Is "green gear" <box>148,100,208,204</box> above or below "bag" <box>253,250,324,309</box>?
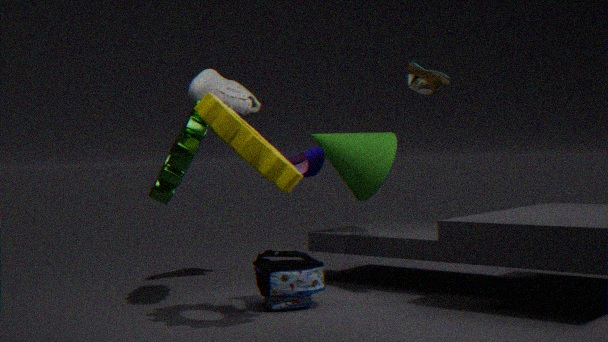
above
